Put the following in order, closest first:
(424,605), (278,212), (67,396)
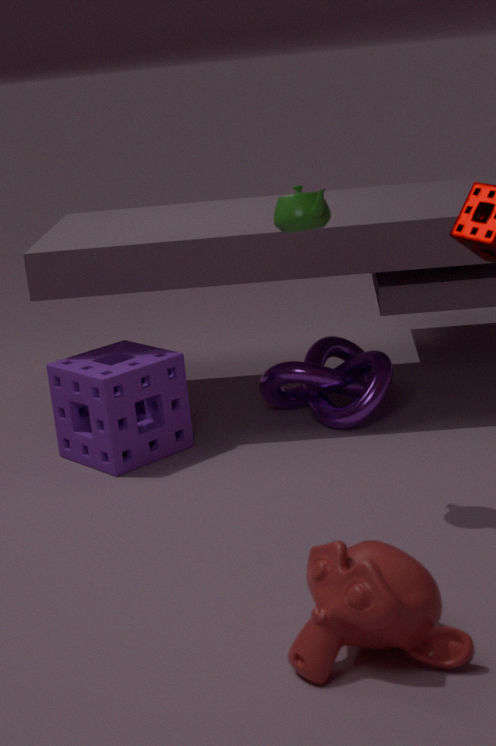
(424,605) < (278,212) < (67,396)
